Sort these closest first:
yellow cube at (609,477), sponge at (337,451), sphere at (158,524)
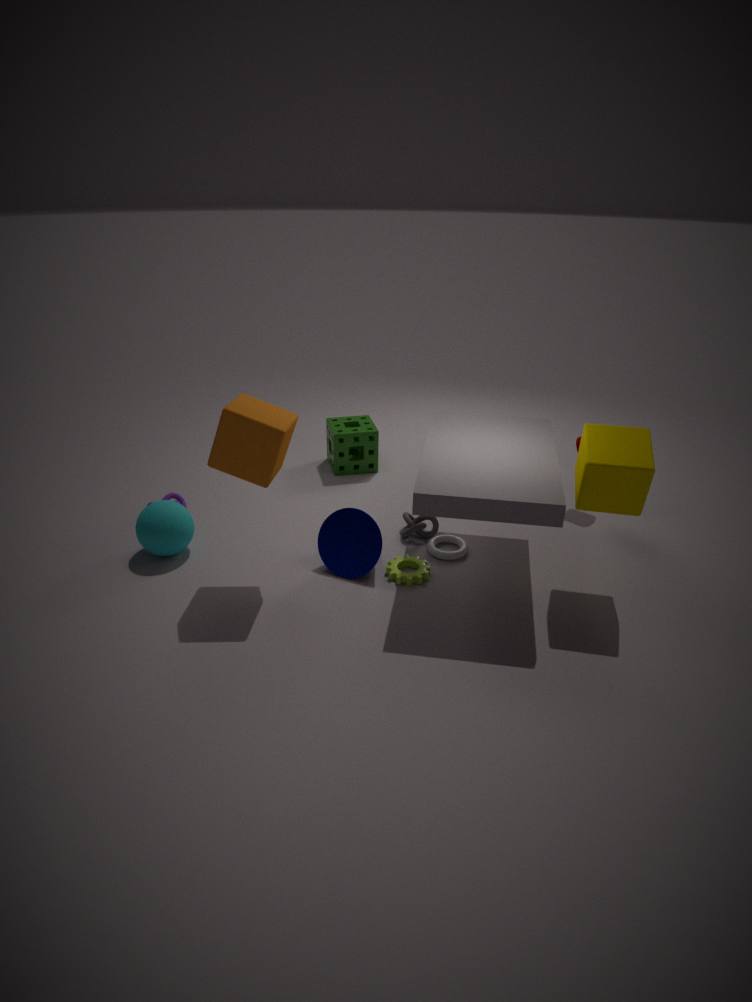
yellow cube at (609,477) < sphere at (158,524) < sponge at (337,451)
